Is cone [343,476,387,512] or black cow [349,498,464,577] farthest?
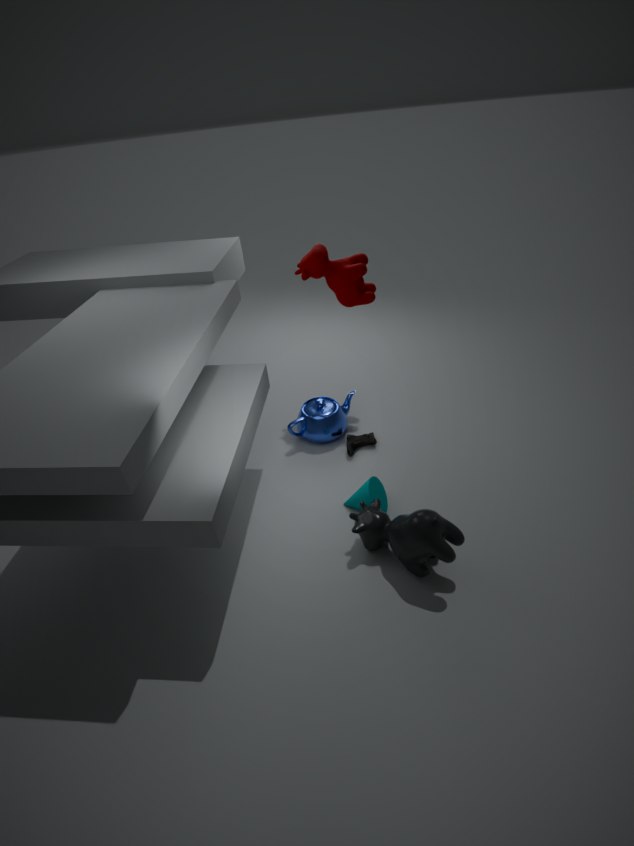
cone [343,476,387,512]
